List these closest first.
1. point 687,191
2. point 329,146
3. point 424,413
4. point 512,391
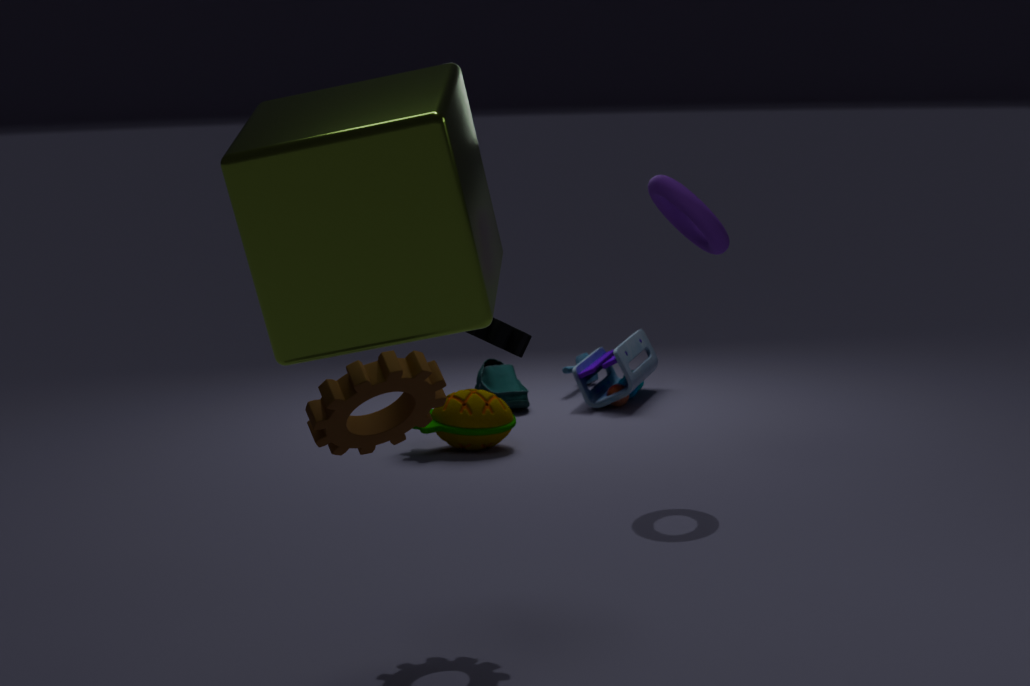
point 329,146 → point 424,413 → point 687,191 → point 512,391
